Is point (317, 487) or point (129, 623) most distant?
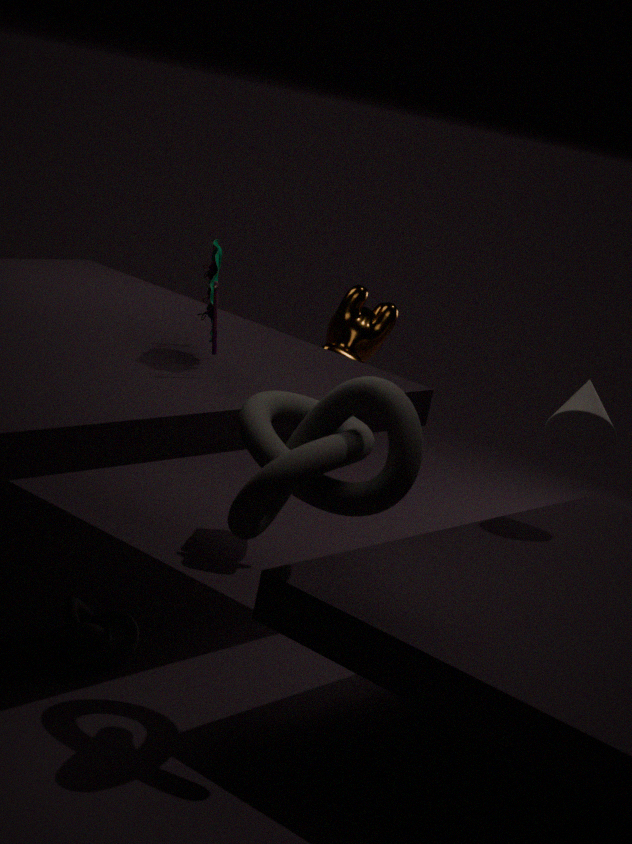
point (129, 623)
